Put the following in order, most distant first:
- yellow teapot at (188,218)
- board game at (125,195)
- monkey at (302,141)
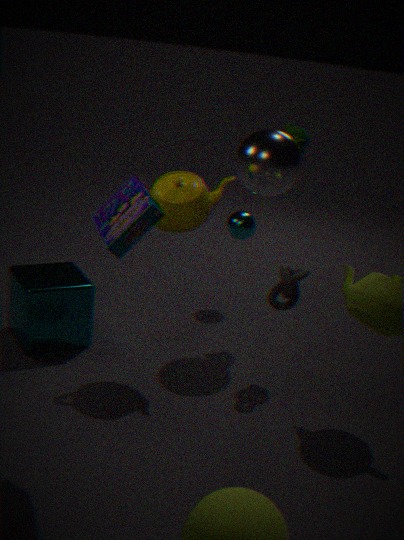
monkey at (302,141)
yellow teapot at (188,218)
board game at (125,195)
